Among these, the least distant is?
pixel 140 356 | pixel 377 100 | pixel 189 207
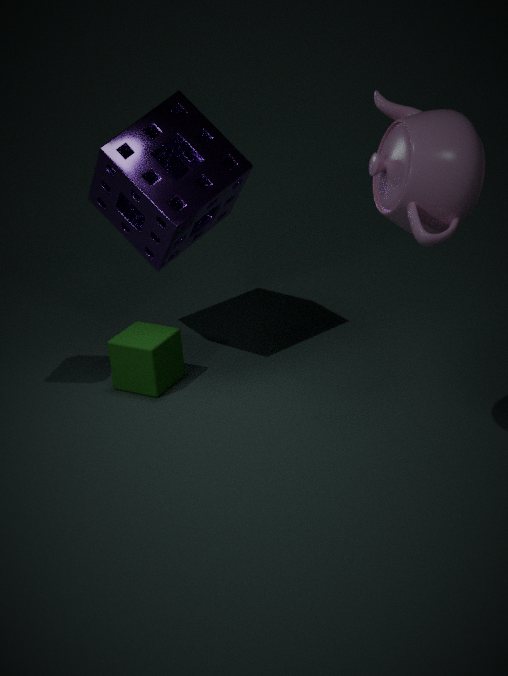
pixel 377 100
